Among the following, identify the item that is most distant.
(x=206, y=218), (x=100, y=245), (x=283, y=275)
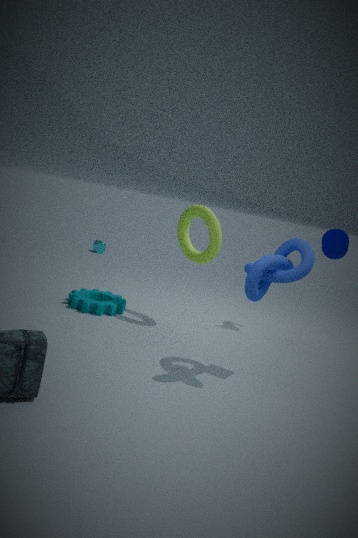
(x=100, y=245)
